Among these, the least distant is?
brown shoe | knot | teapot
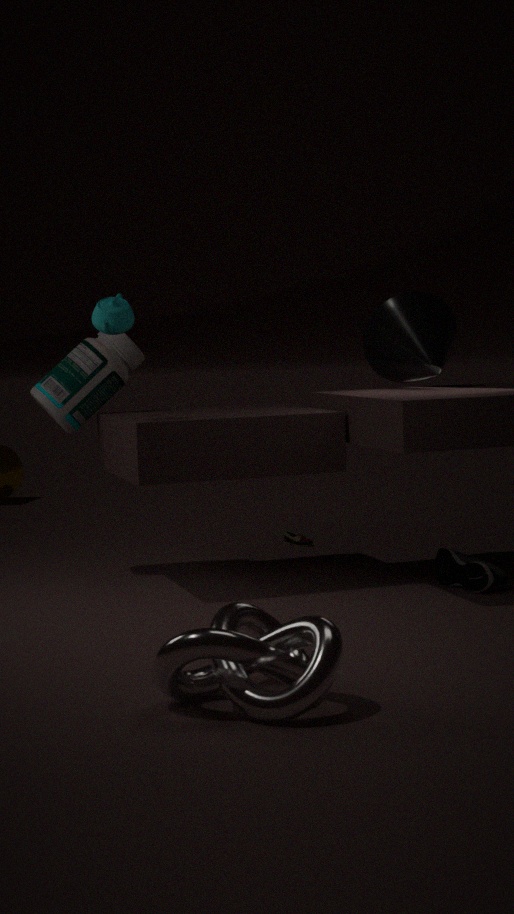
knot
